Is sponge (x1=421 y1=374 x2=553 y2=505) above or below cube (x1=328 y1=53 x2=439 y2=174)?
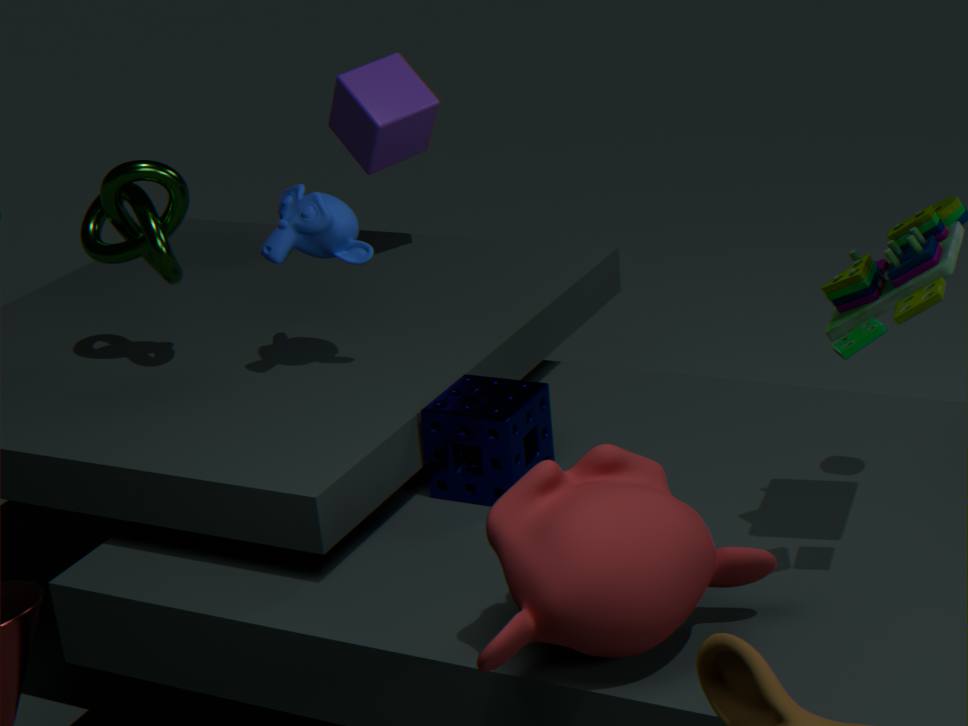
Answer: below
